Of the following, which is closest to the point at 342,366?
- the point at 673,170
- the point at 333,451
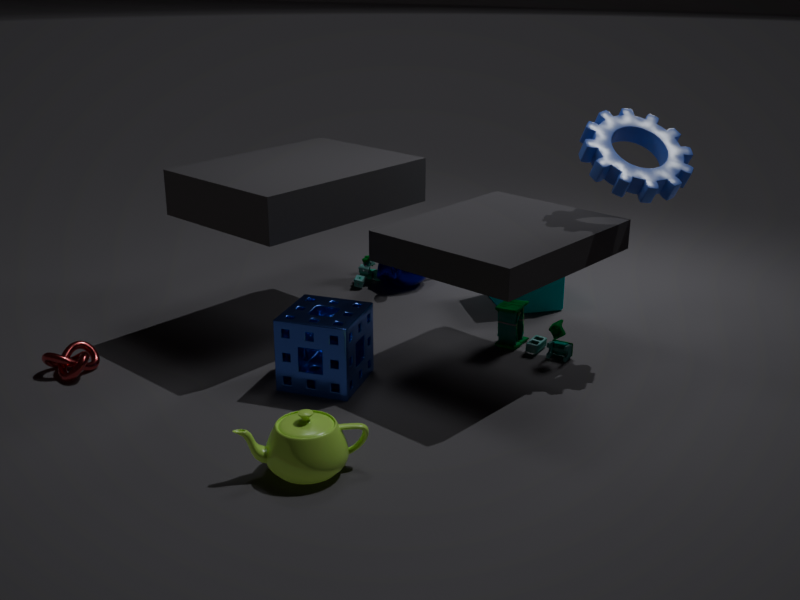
the point at 333,451
